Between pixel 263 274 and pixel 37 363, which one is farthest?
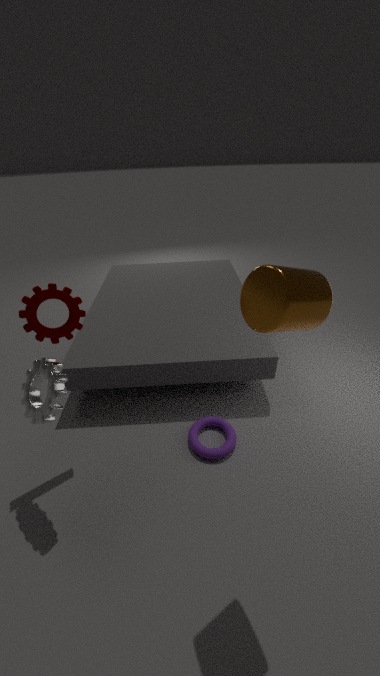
pixel 37 363
